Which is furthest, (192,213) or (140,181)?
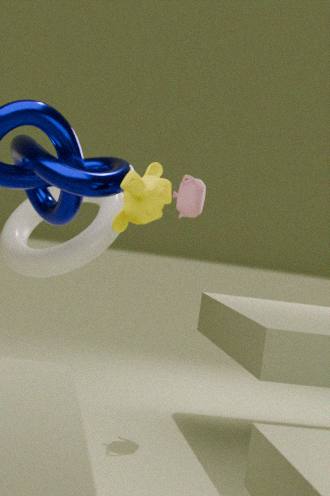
(192,213)
